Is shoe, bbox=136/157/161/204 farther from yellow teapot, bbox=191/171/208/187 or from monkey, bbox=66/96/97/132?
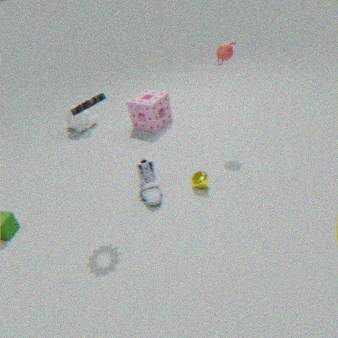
monkey, bbox=66/96/97/132
